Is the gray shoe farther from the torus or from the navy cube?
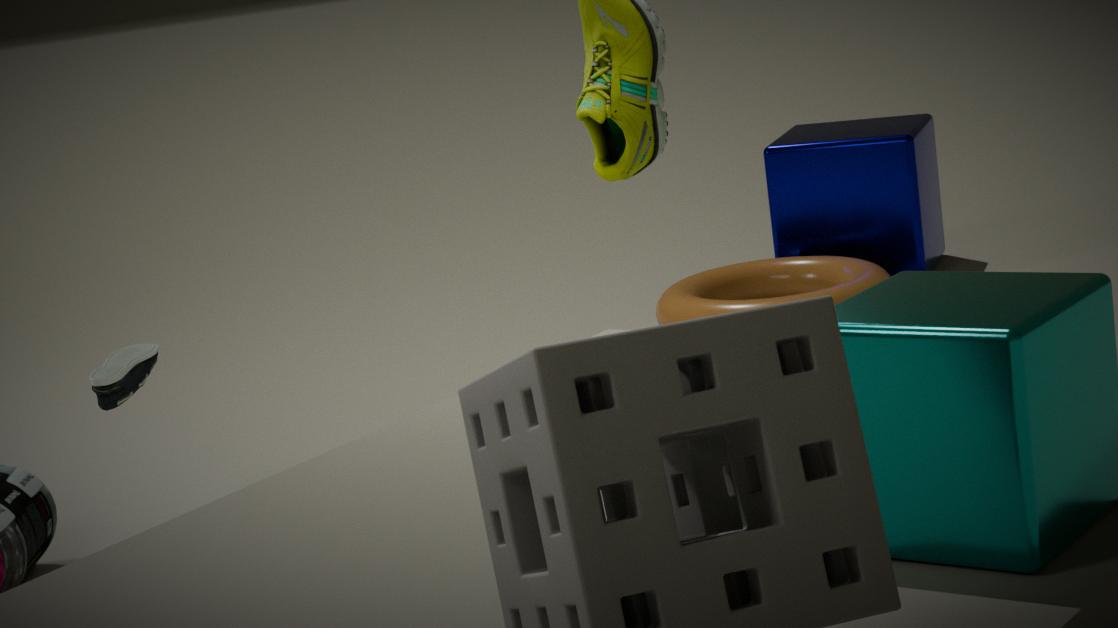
the navy cube
